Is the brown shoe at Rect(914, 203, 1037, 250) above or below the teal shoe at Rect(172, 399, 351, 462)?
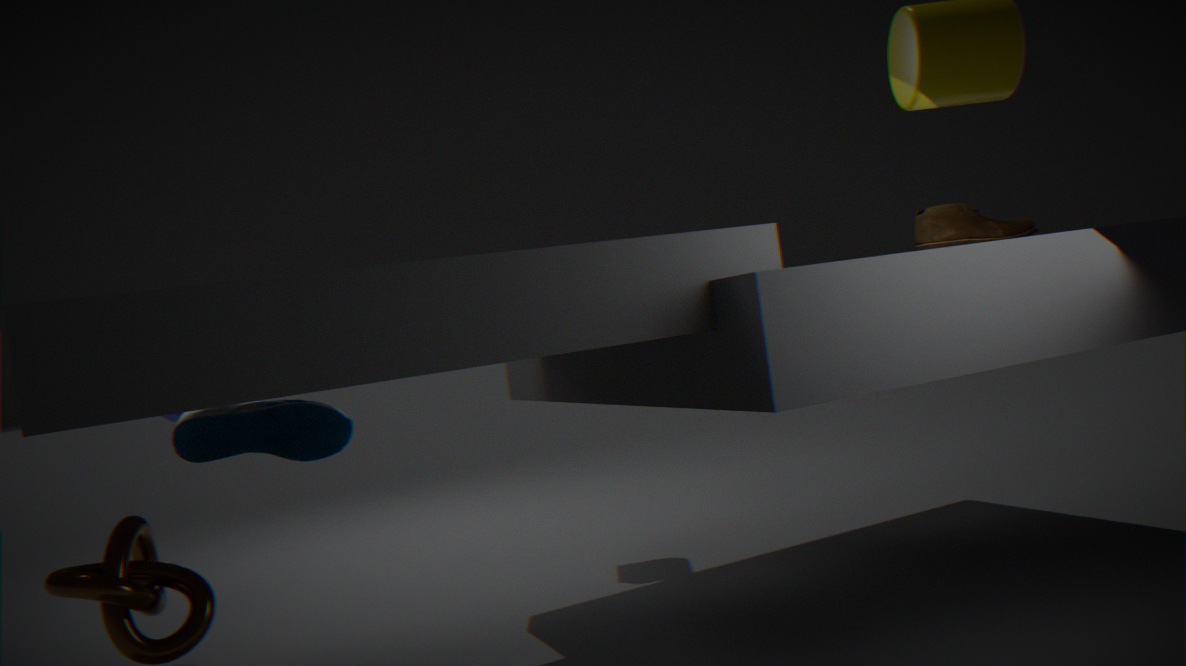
above
